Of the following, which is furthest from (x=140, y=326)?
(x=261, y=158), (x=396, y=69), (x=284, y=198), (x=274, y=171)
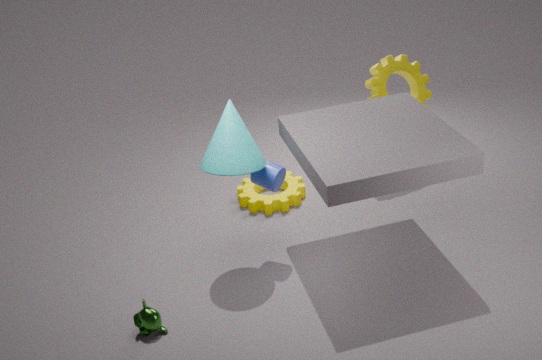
(x=396, y=69)
